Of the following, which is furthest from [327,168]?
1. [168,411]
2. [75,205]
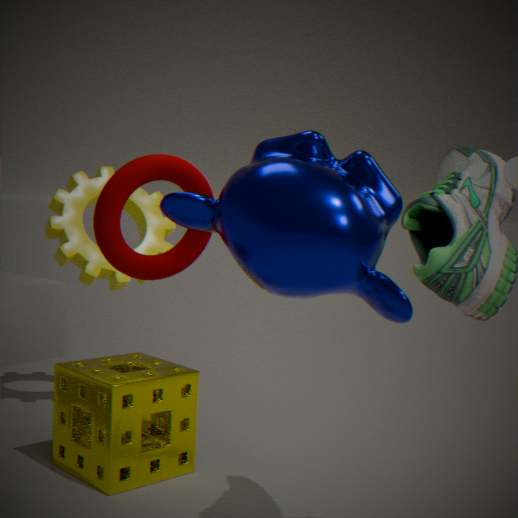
[75,205]
